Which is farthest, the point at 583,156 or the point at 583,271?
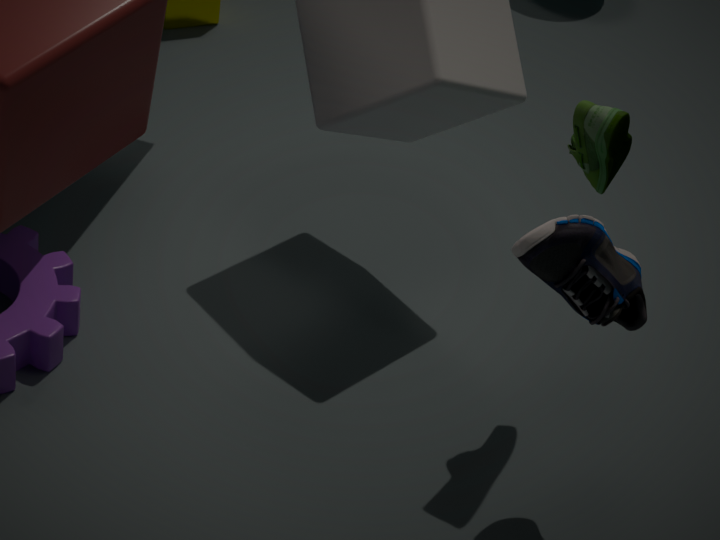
the point at 583,156
